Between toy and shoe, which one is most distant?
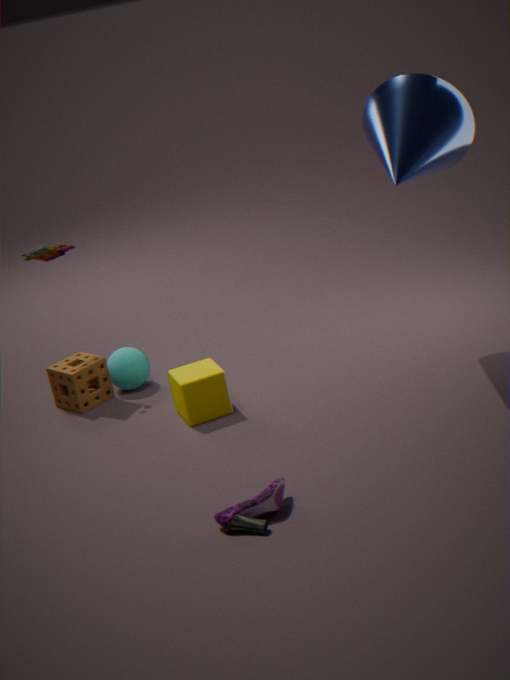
toy
